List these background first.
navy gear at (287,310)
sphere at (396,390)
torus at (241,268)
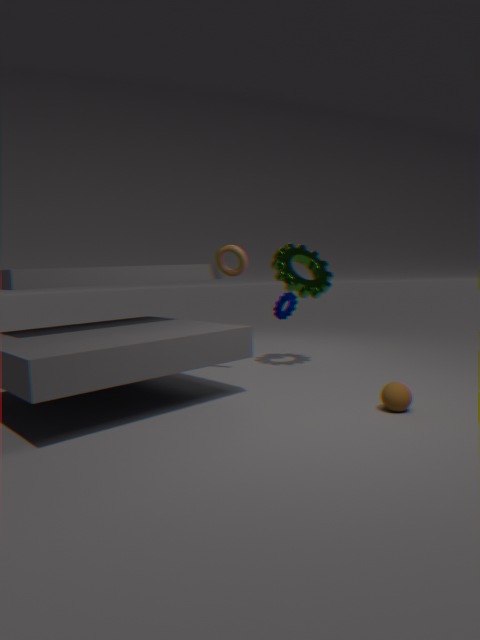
navy gear at (287,310) → torus at (241,268) → sphere at (396,390)
